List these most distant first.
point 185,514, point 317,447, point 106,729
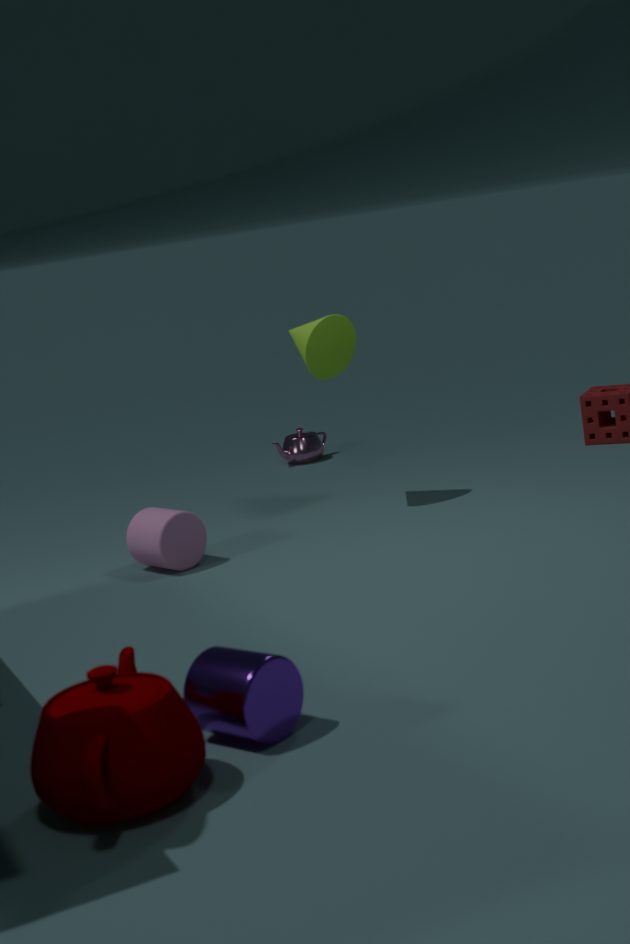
point 317,447 → point 185,514 → point 106,729
